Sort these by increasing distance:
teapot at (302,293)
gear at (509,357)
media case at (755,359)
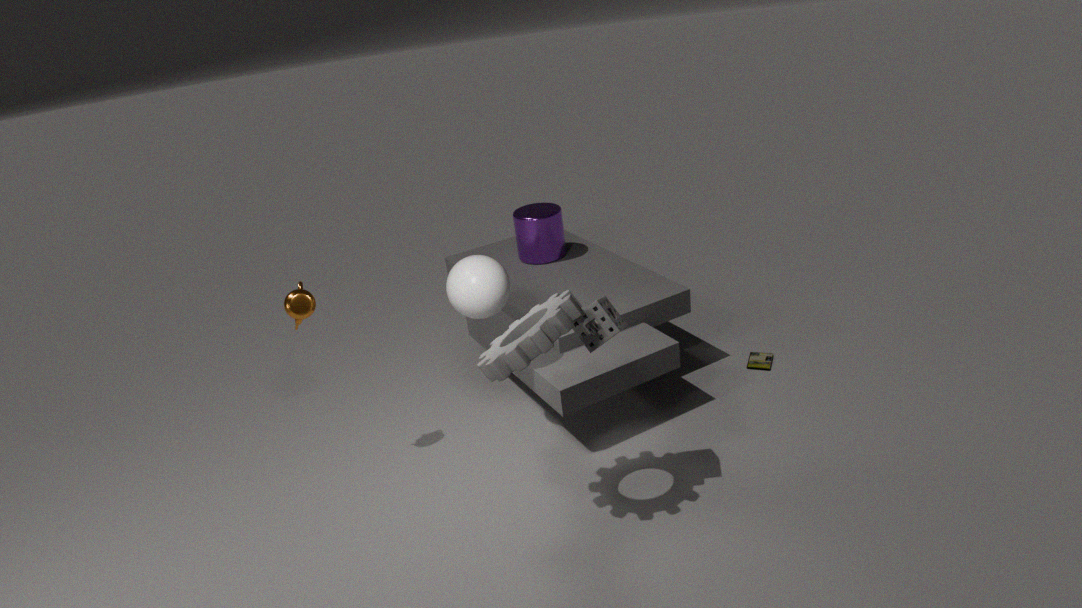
gear at (509,357) → teapot at (302,293) → media case at (755,359)
